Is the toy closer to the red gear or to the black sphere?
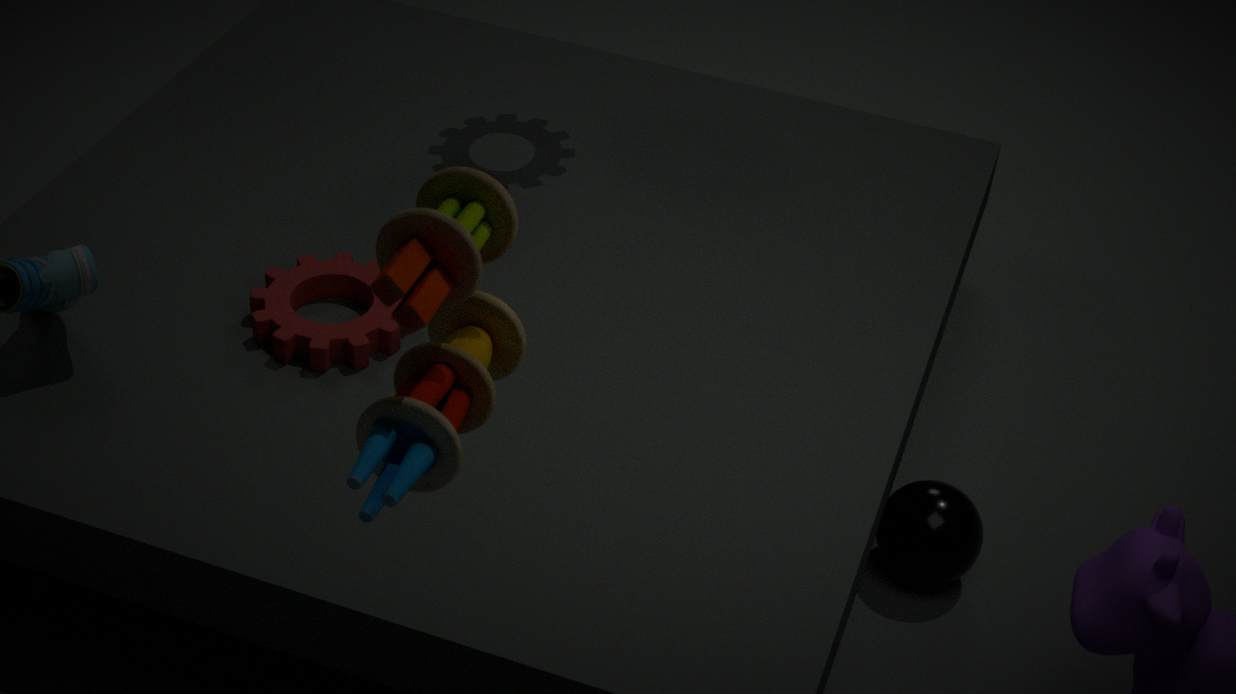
the red gear
